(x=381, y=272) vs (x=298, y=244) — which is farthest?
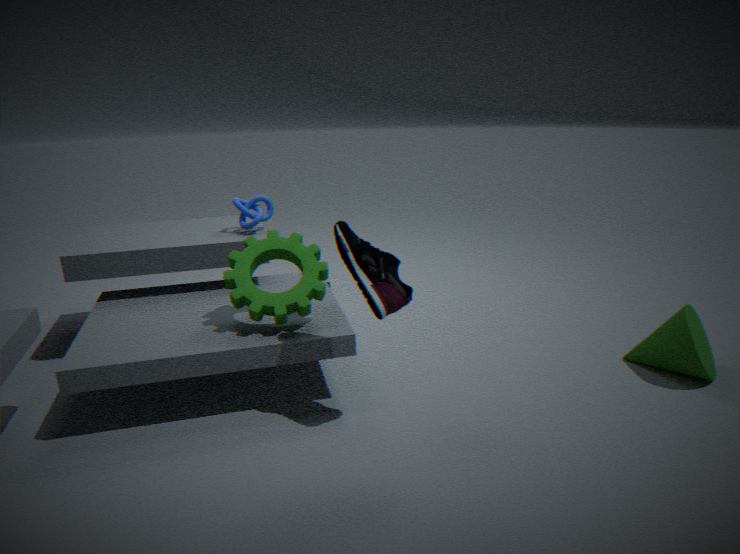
(x=298, y=244)
